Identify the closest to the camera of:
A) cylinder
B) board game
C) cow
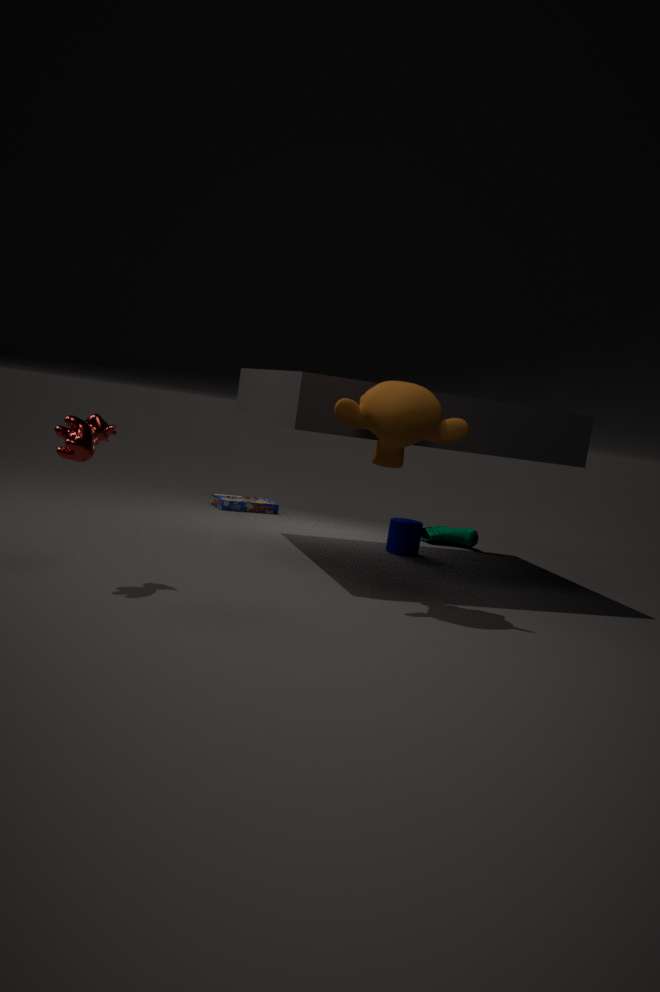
cow
